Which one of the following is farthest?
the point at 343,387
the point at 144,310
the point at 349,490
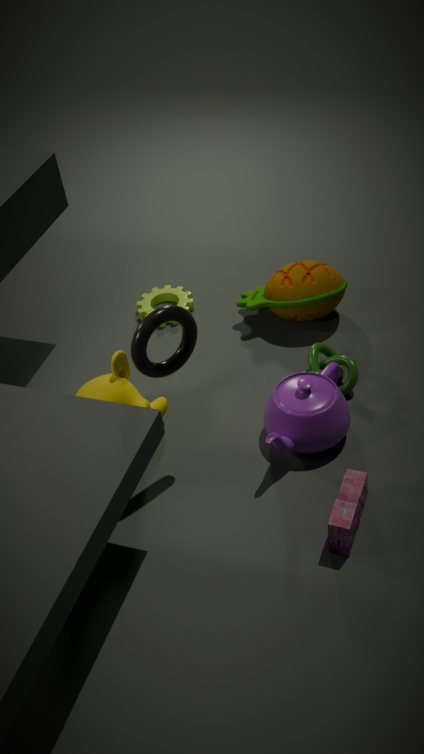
the point at 144,310
